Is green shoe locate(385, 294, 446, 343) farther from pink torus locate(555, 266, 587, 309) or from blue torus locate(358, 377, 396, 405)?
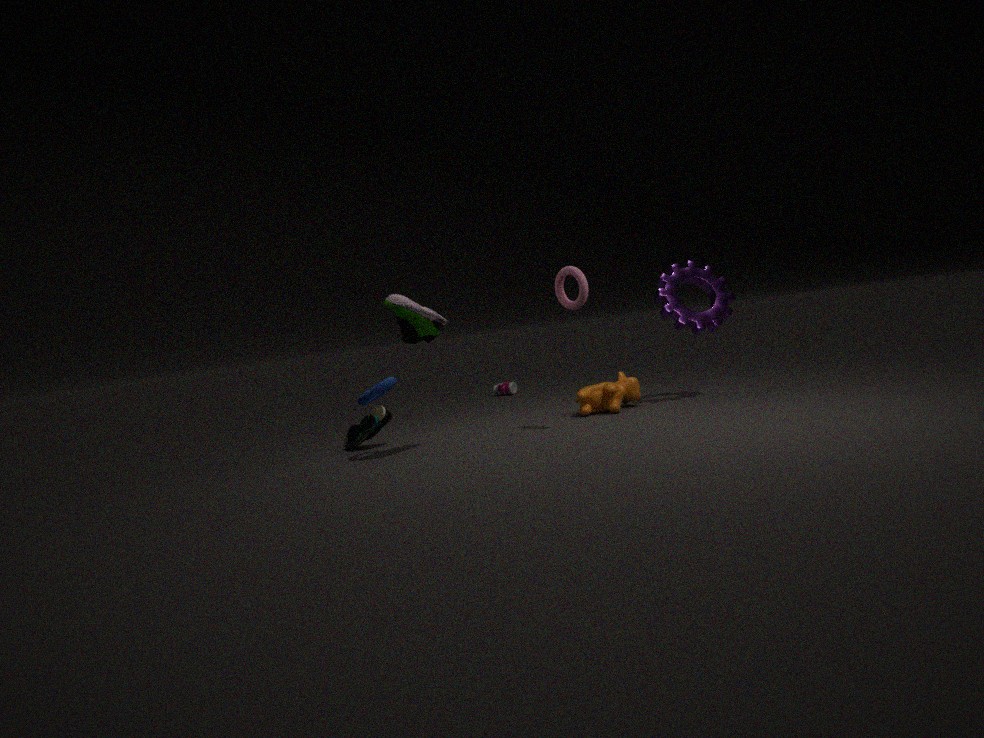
pink torus locate(555, 266, 587, 309)
